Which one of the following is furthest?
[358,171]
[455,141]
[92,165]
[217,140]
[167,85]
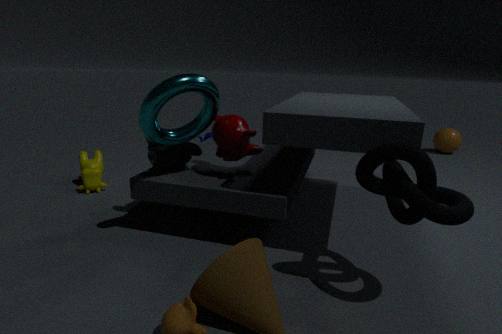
[455,141]
